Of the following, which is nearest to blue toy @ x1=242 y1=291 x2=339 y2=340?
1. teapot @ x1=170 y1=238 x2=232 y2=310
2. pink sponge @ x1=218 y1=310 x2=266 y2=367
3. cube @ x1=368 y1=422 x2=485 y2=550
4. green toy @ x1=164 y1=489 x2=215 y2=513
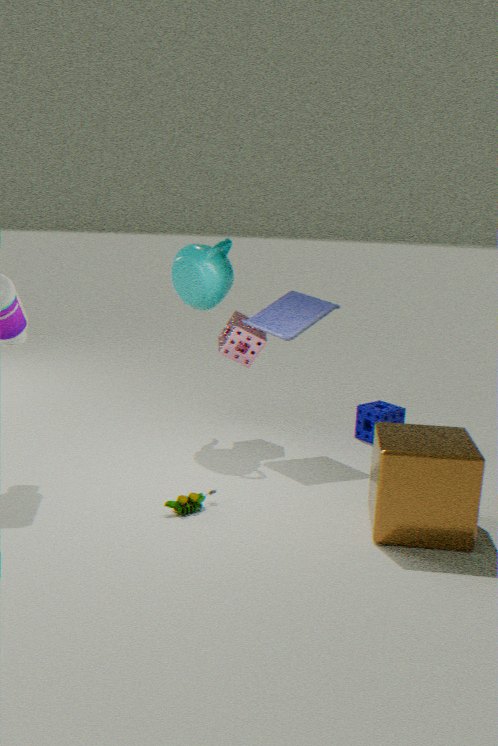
pink sponge @ x1=218 y1=310 x2=266 y2=367
